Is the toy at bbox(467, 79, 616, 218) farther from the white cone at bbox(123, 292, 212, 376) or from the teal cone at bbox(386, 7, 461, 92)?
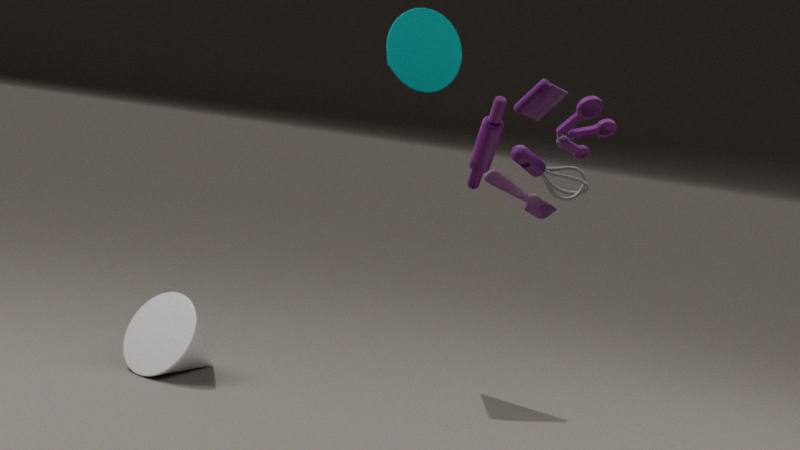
the white cone at bbox(123, 292, 212, 376)
